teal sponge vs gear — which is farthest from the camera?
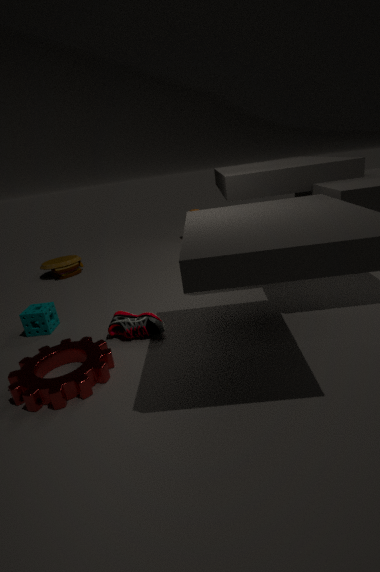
teal sponge
